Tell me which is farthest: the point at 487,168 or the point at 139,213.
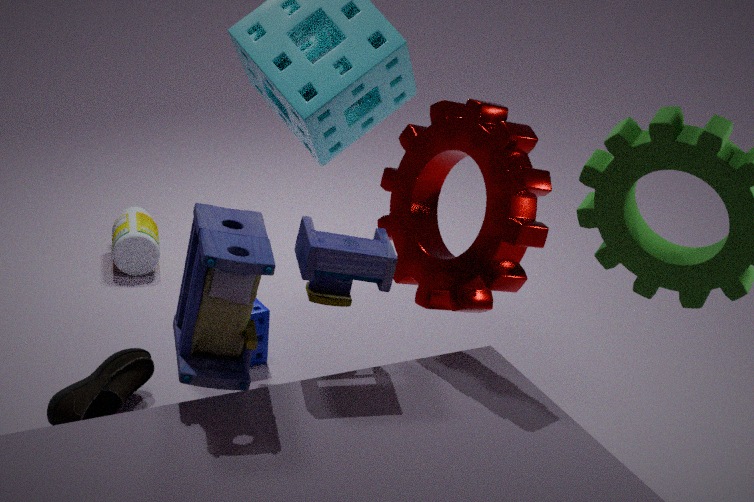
the point at 139,213
